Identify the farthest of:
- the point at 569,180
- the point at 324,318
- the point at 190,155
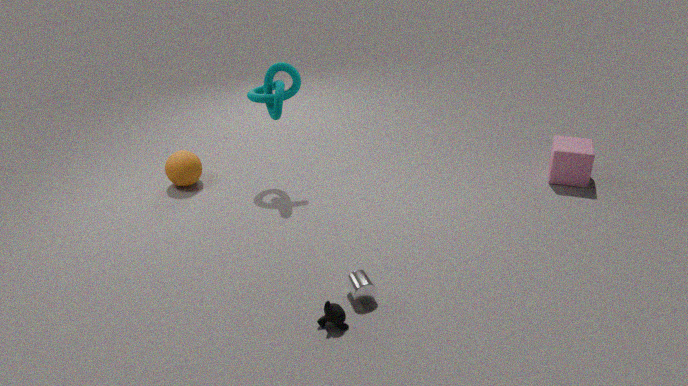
the point at 190,155
